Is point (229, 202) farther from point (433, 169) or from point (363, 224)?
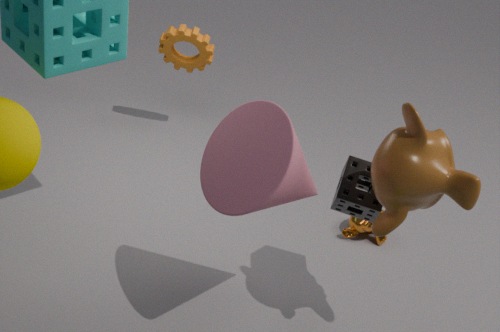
point (363, 224)
